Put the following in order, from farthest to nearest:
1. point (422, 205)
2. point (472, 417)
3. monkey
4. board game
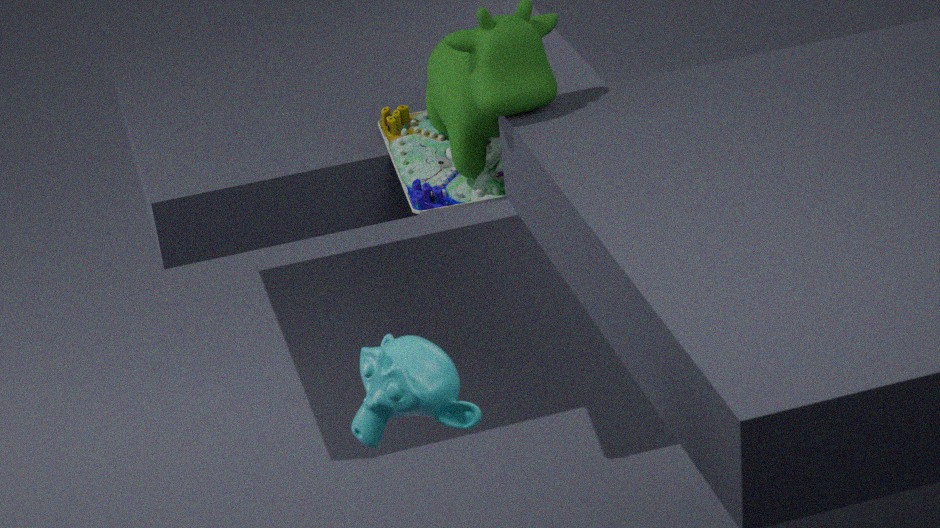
1. point (422, 205)
2. point (472, 417)
3. board game
4. monkey
